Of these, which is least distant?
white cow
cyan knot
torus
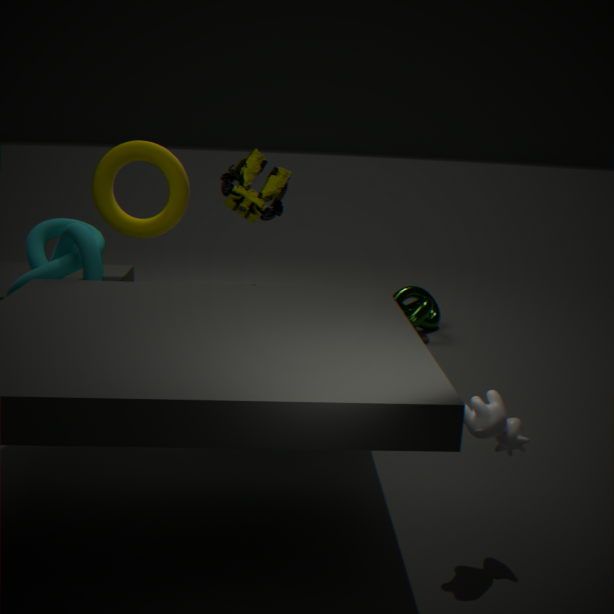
white cow
